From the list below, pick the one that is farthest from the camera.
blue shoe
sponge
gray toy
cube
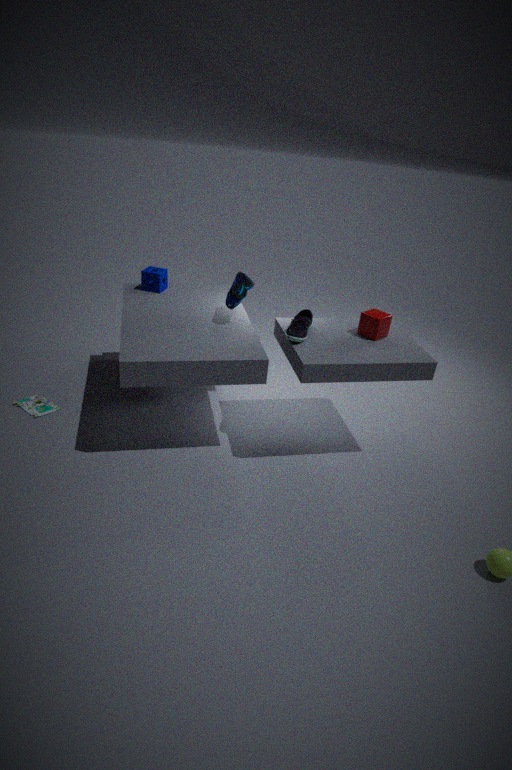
sponge
